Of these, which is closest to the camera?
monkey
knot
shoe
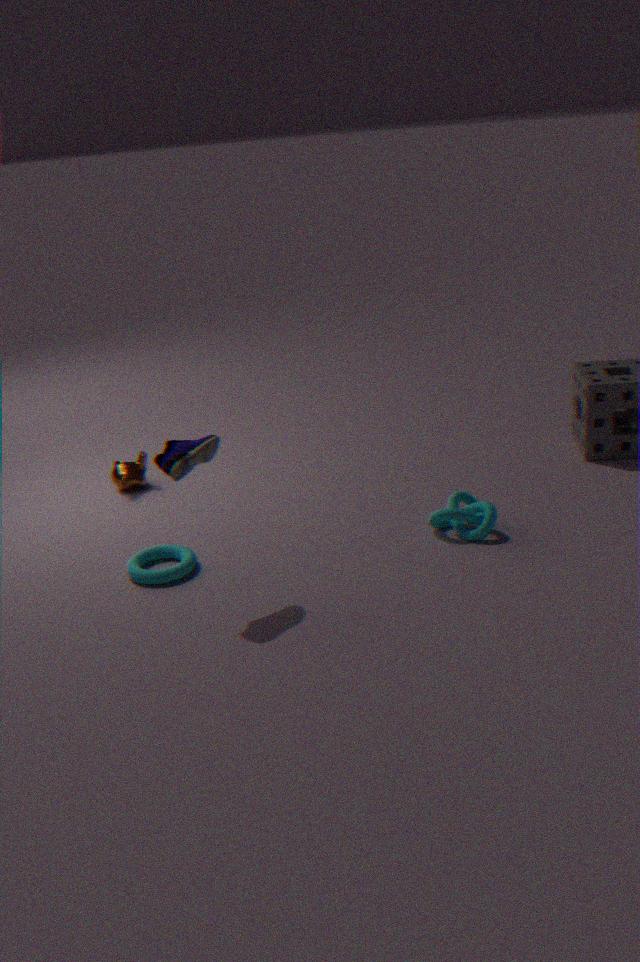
shoe
